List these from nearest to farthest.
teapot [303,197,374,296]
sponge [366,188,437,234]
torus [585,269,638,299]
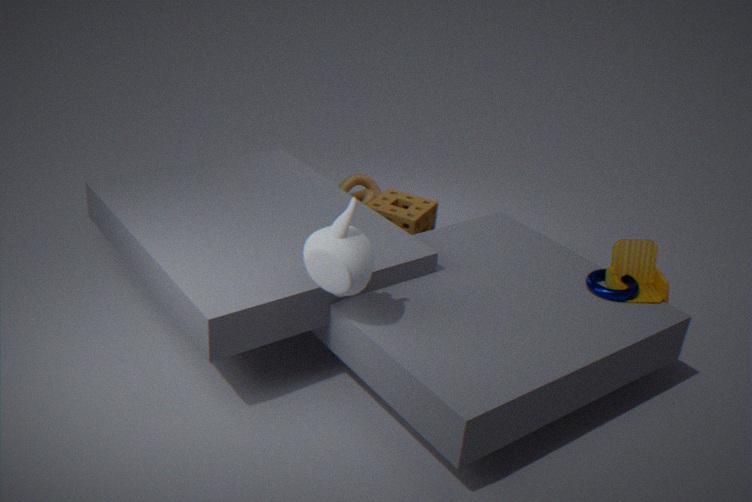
teapot [303,197,374,296] < torus [585,269,638,299] < sponge [366,188,437,234]
